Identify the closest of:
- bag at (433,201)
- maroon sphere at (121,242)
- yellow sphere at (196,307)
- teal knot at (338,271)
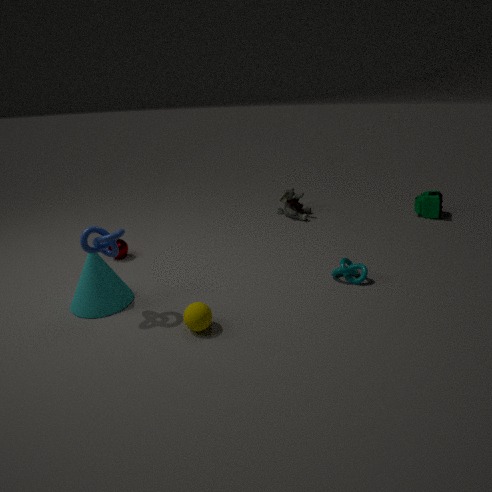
yellow sphere at (196,307)
